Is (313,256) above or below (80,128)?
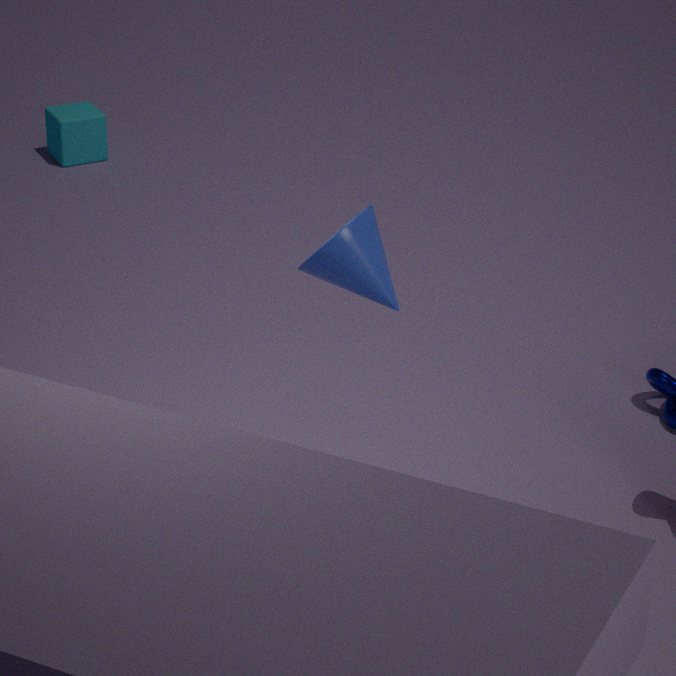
above
